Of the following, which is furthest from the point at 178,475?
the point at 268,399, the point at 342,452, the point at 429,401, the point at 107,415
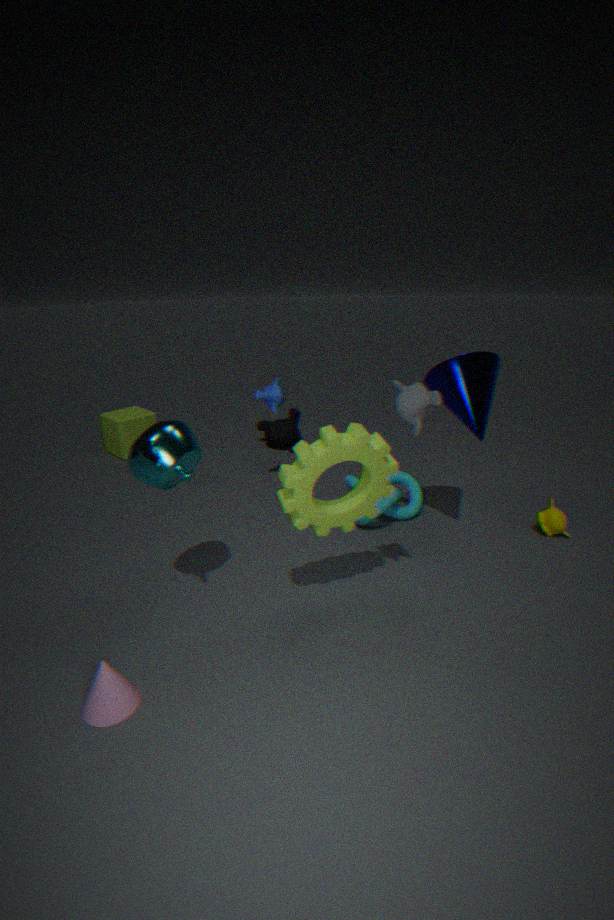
the point at 107,415
